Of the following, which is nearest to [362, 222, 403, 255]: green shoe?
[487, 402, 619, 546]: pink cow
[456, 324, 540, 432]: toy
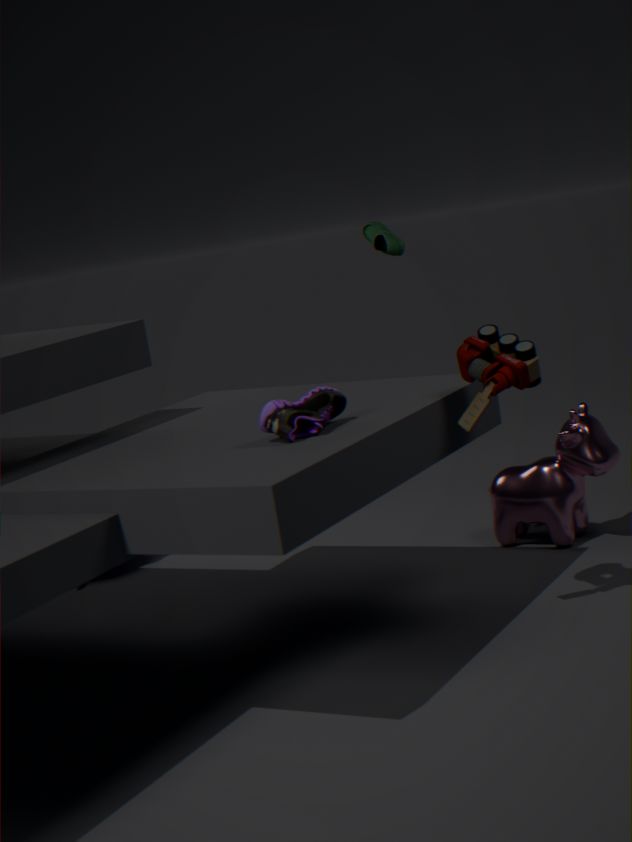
[487, 402, 619, 546]: pink cow
